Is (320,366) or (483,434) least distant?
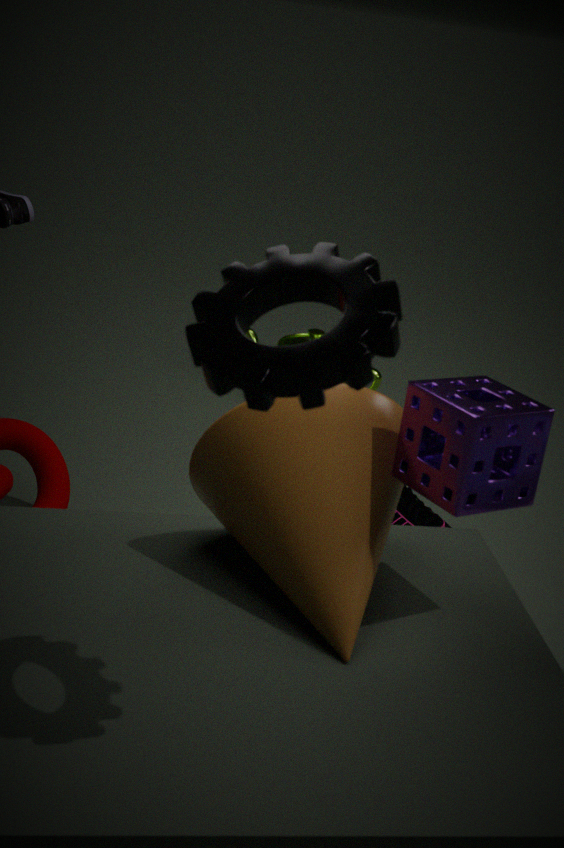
(320,366)
